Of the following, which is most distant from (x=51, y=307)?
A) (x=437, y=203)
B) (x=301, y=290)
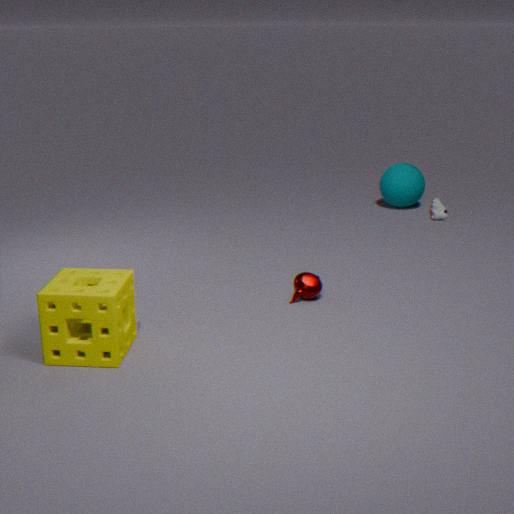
(x=437, y=203)
